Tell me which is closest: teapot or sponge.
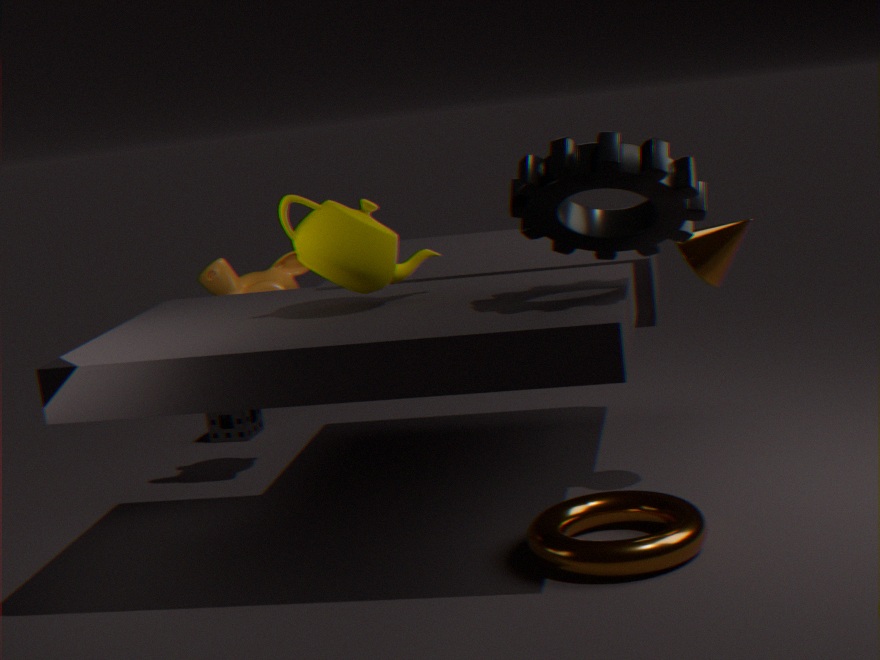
teapot
